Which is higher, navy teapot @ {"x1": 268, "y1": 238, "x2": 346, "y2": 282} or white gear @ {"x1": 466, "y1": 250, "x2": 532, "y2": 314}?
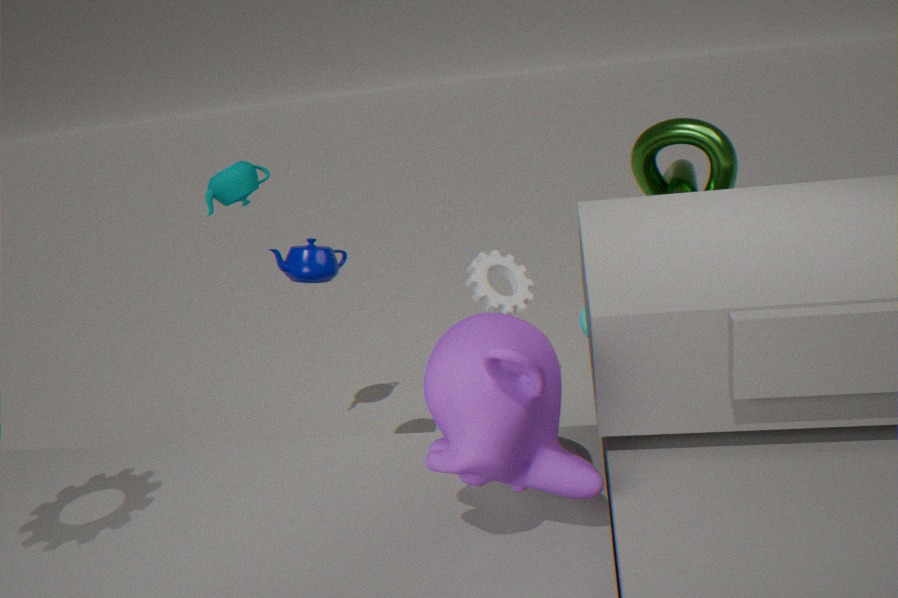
navy teapot @ {"x1": 268, "y1": 238, "x2": 346, "y2": 282}
